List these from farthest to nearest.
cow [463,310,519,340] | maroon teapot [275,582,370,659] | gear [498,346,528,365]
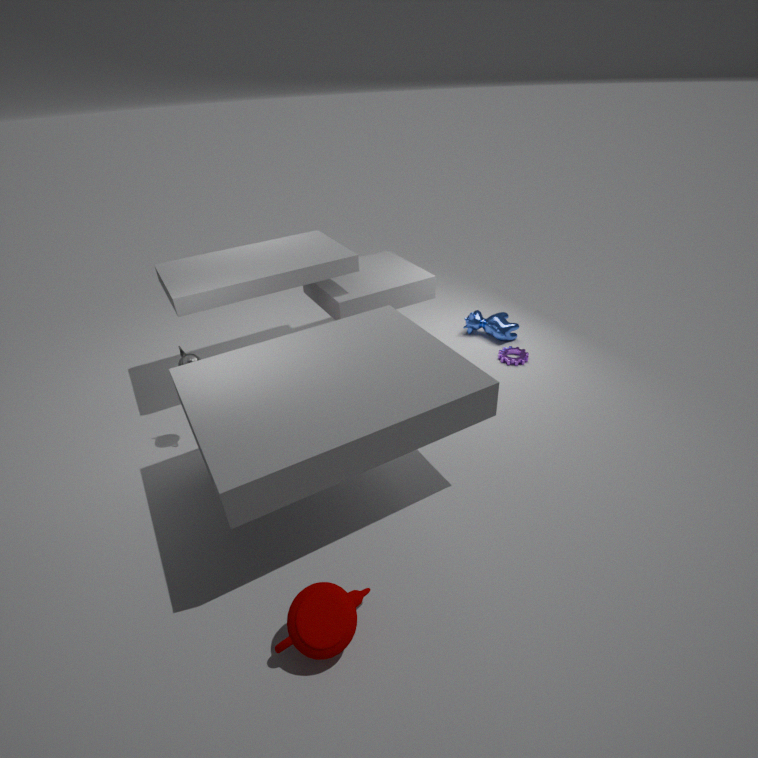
cow [463,310,519,340] → gear [498,346,528,365] → maroon teapot [275,582,370,659]
